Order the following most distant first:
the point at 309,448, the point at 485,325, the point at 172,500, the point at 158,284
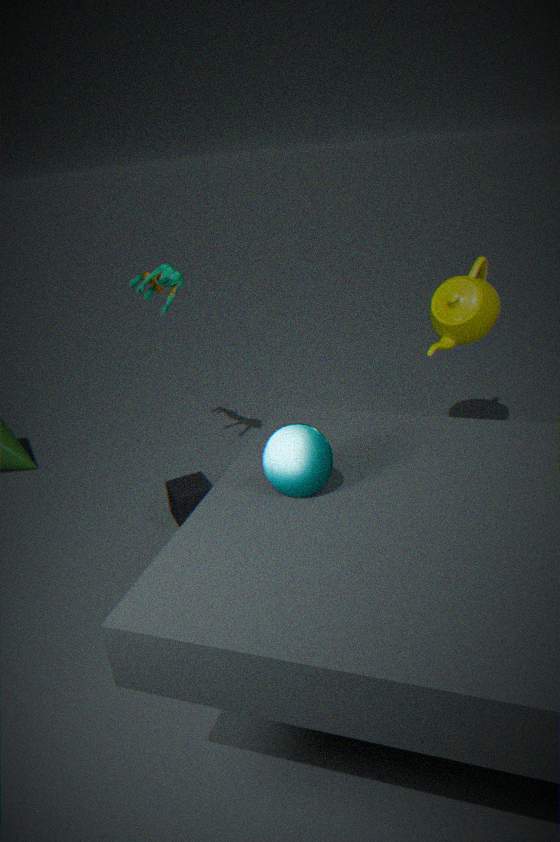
the point at 158,284
the point at 485,325
the point at 172,500
the point at 309,448
